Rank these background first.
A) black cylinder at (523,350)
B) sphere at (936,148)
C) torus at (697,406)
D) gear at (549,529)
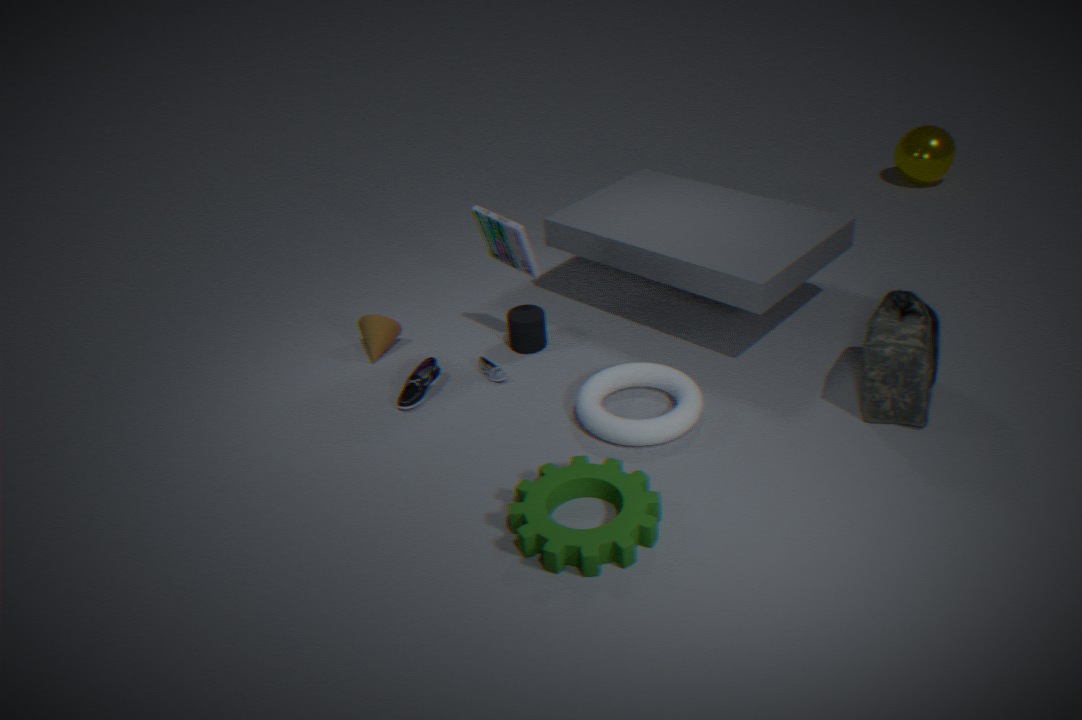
sphere at (936,148)
black cylinder at (523,350)
torus at (697,406)
gear at (549,529)
